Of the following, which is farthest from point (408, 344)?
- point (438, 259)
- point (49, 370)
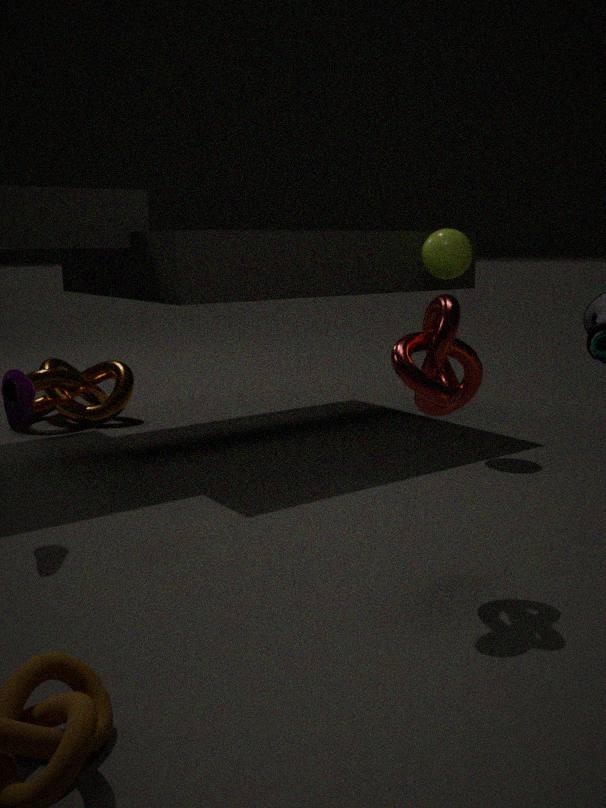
point (49, 370)
